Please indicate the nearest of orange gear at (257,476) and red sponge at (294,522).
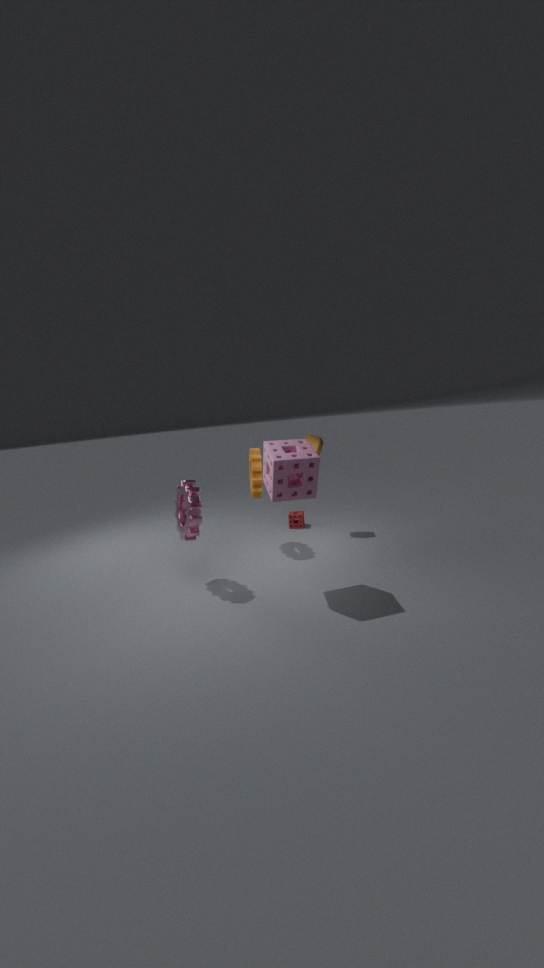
orange gear at (257,476)
